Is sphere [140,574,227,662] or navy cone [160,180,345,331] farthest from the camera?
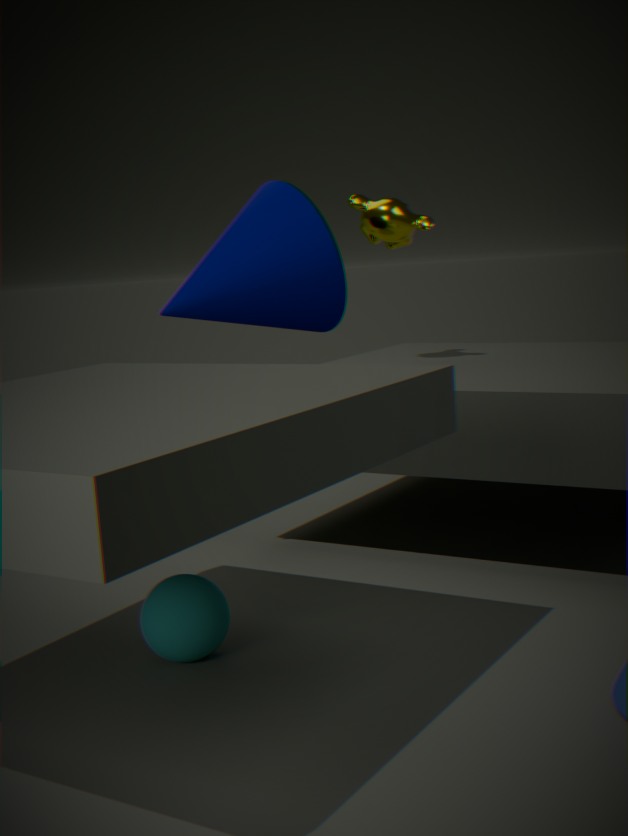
navy cone [160,180,345,331]
